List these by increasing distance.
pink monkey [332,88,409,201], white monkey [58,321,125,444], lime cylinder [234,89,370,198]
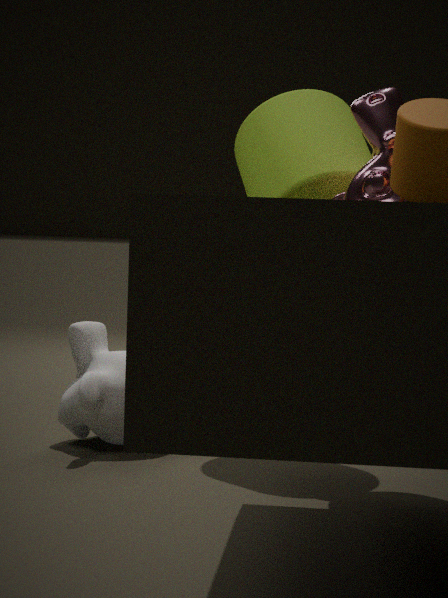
pink monkey [332,88,409,201], white monkey [58,321,125,444], lime cylinder [234,89,370,198]
